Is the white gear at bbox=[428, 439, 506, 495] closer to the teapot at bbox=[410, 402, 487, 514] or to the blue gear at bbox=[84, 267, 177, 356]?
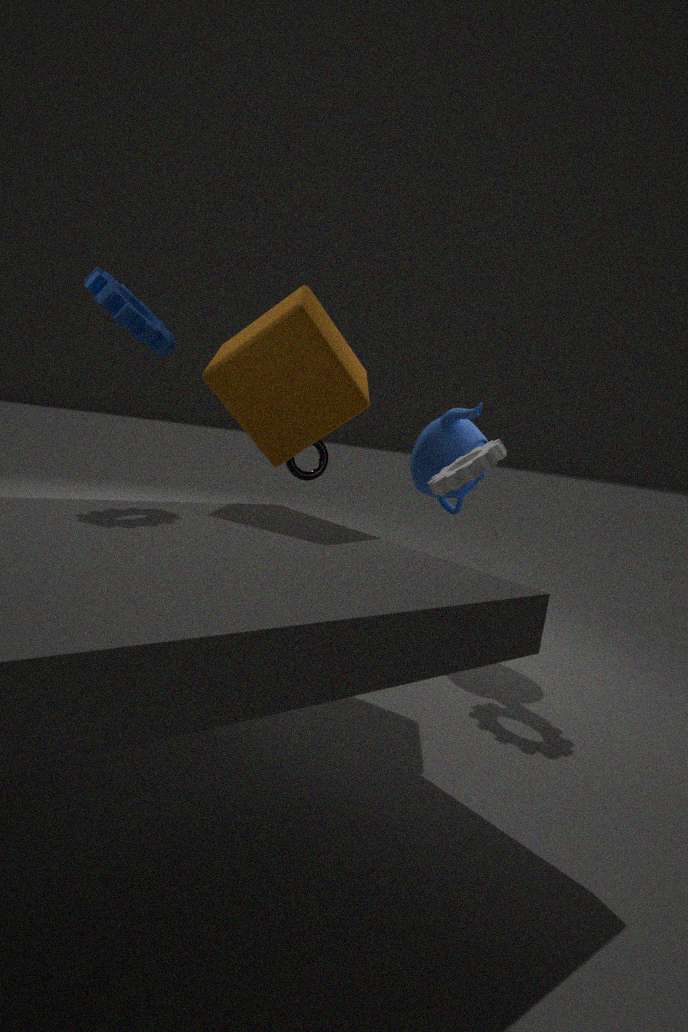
the teapot at bbox=[410, 402, 487, 514]
